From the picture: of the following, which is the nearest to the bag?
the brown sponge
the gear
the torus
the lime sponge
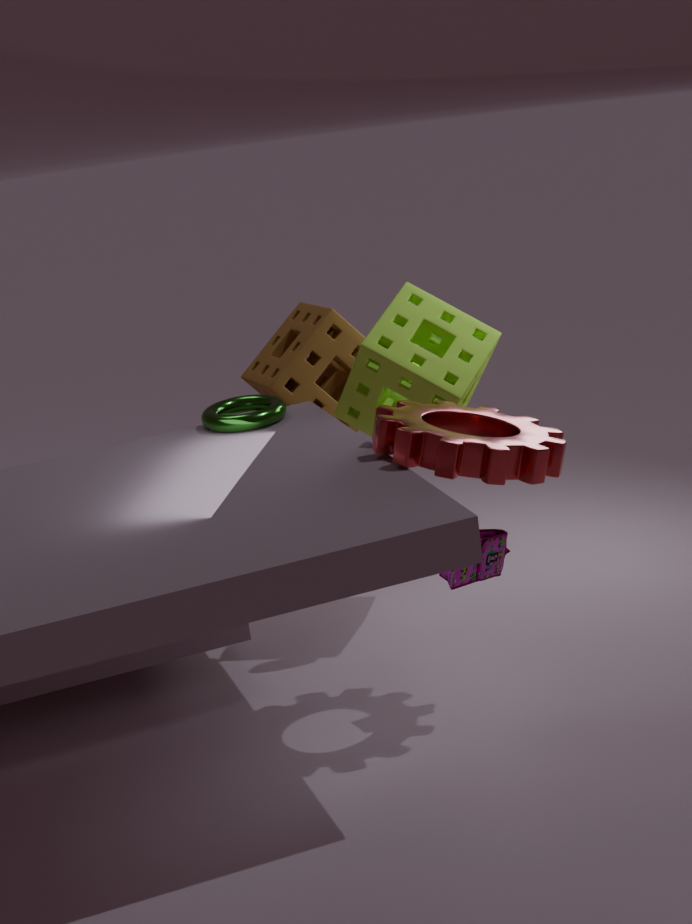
the gear
